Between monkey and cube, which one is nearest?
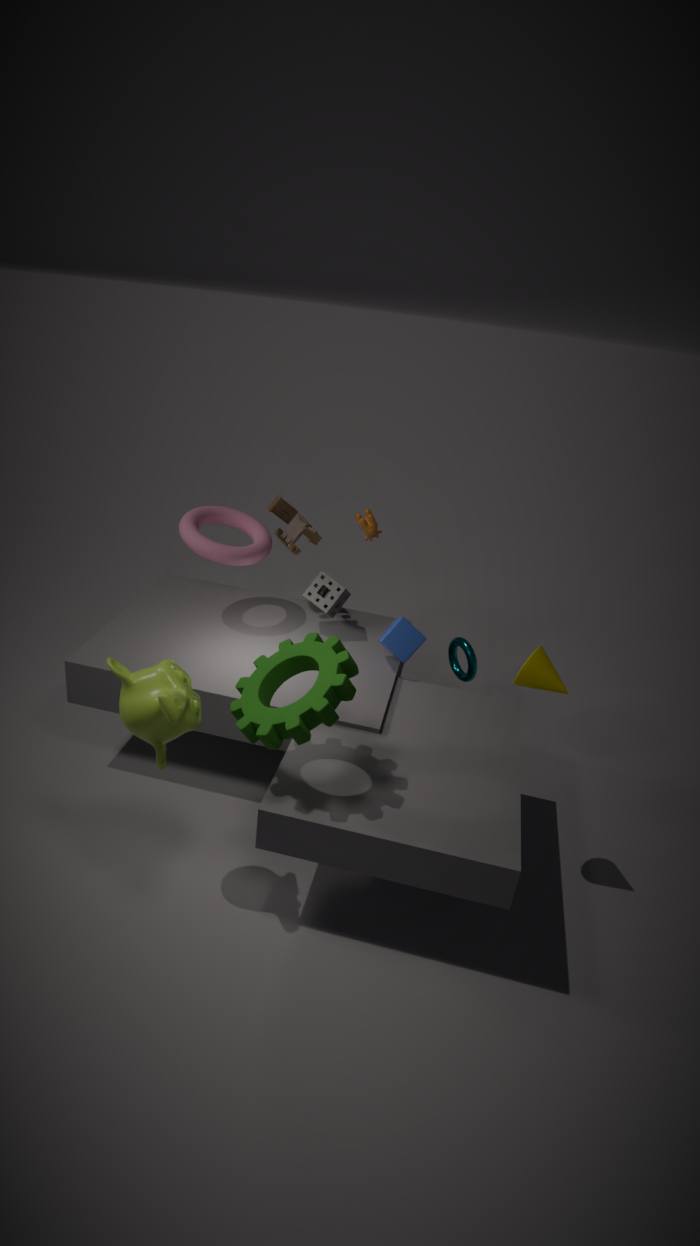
monkey
